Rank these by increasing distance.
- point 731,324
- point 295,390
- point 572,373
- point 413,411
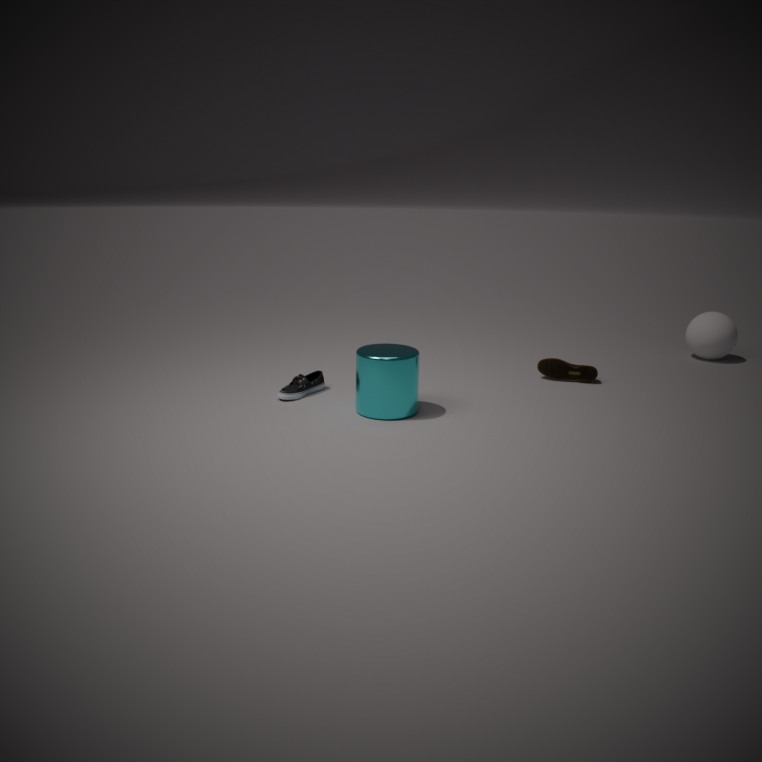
point 413,411 → point 295,390 → point 572,373 → point 731,324
